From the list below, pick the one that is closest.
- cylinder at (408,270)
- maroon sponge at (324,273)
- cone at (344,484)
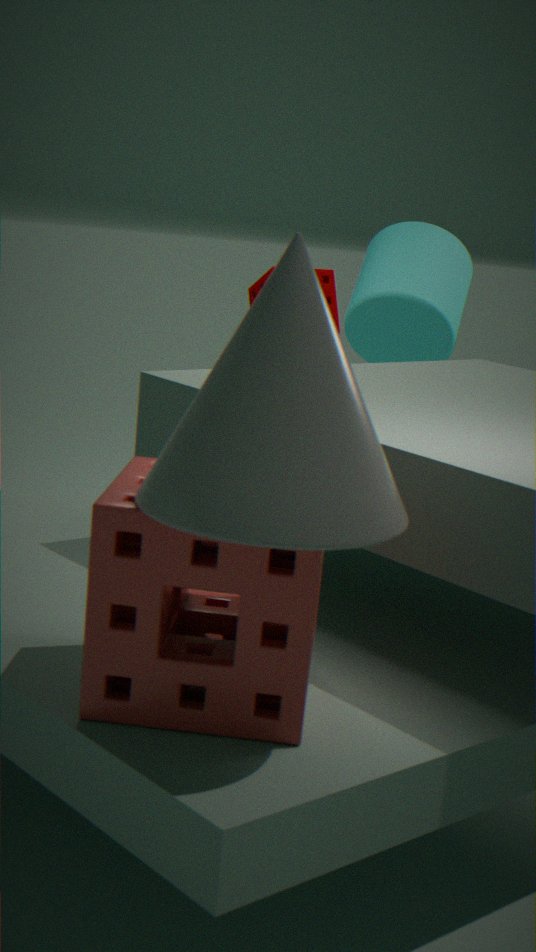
cone at (344,484)
